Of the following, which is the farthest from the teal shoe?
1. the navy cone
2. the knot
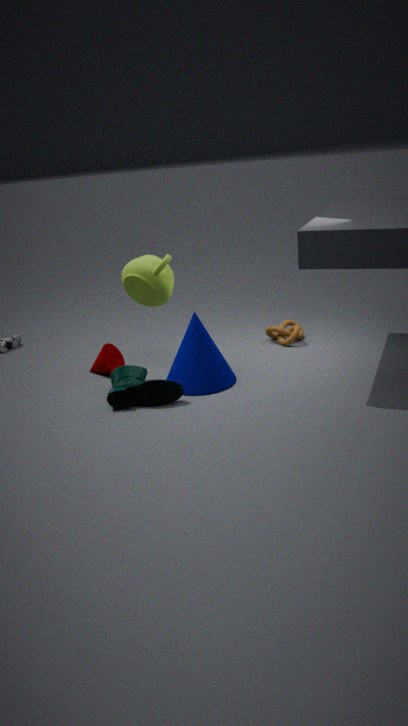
the knot
